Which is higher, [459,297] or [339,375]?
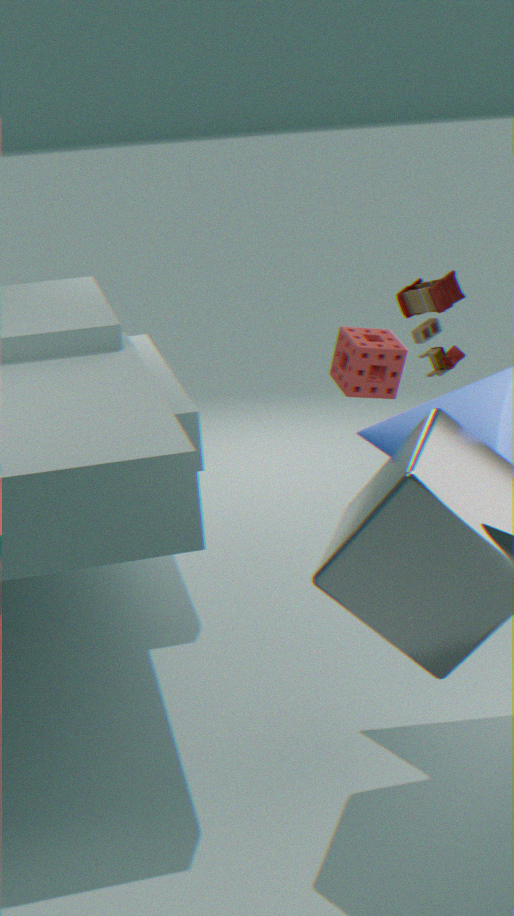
[459,297]
